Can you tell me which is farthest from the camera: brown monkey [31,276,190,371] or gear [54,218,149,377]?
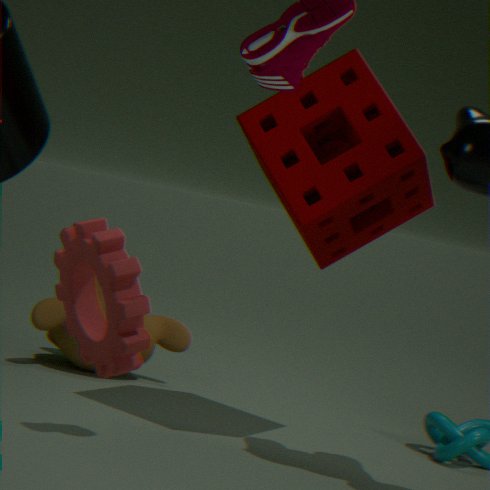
brown monkey [31,276,190,371]
